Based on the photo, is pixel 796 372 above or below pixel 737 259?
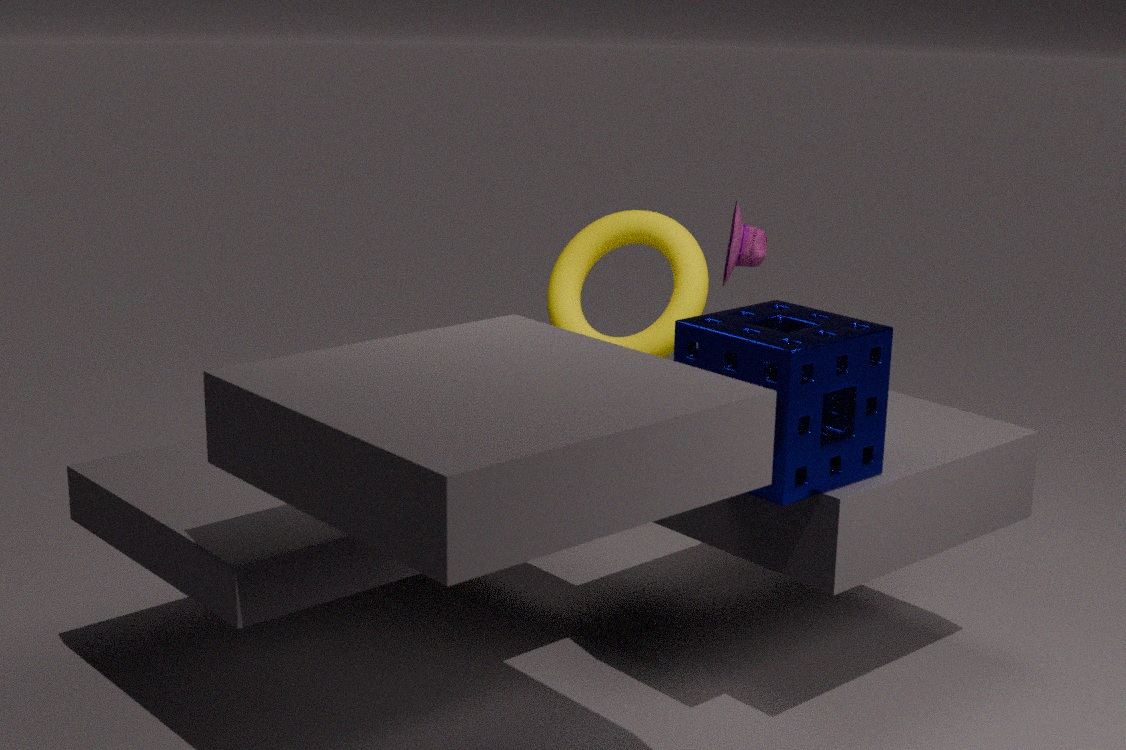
below
